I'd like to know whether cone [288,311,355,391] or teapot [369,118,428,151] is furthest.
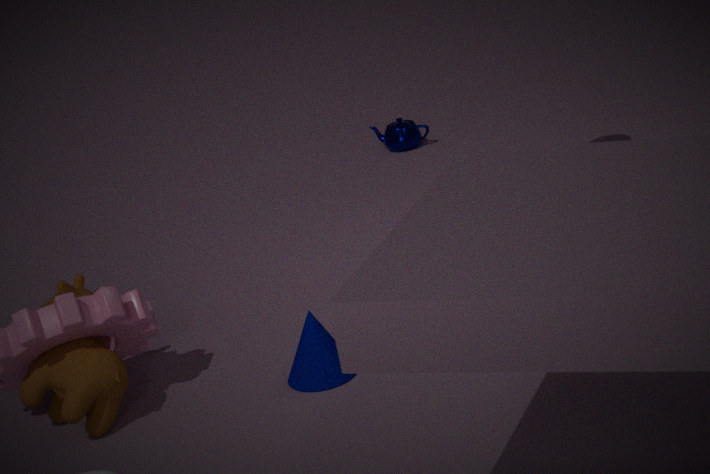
teapot [369,118,428,151]
